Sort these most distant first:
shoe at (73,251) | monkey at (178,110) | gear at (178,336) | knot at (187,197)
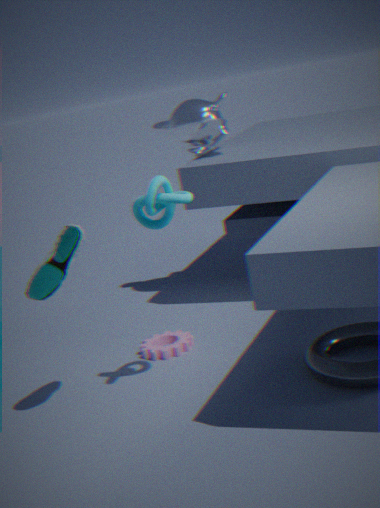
monkey at (178,110) → gear at (178,336) → shoe at (73,251) → knot at (187,197)
